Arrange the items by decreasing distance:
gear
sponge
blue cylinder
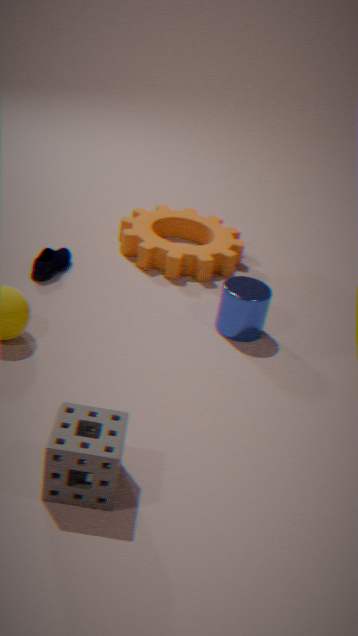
gear
blue cylinder
sponge
